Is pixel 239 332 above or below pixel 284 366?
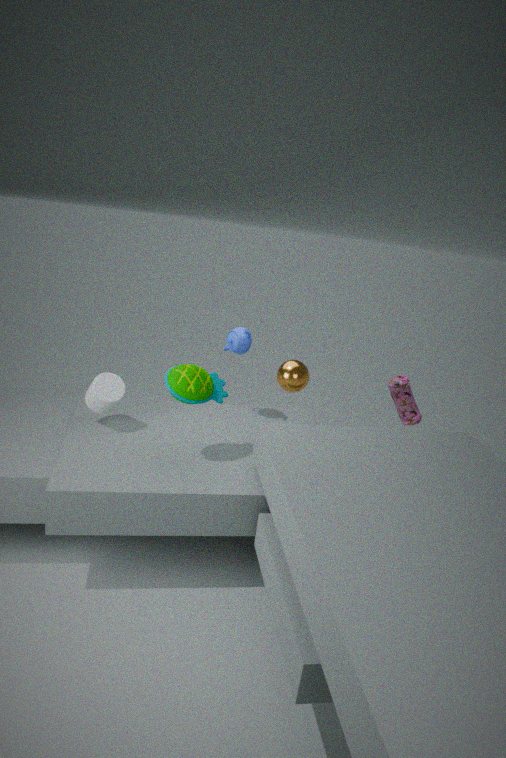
above
